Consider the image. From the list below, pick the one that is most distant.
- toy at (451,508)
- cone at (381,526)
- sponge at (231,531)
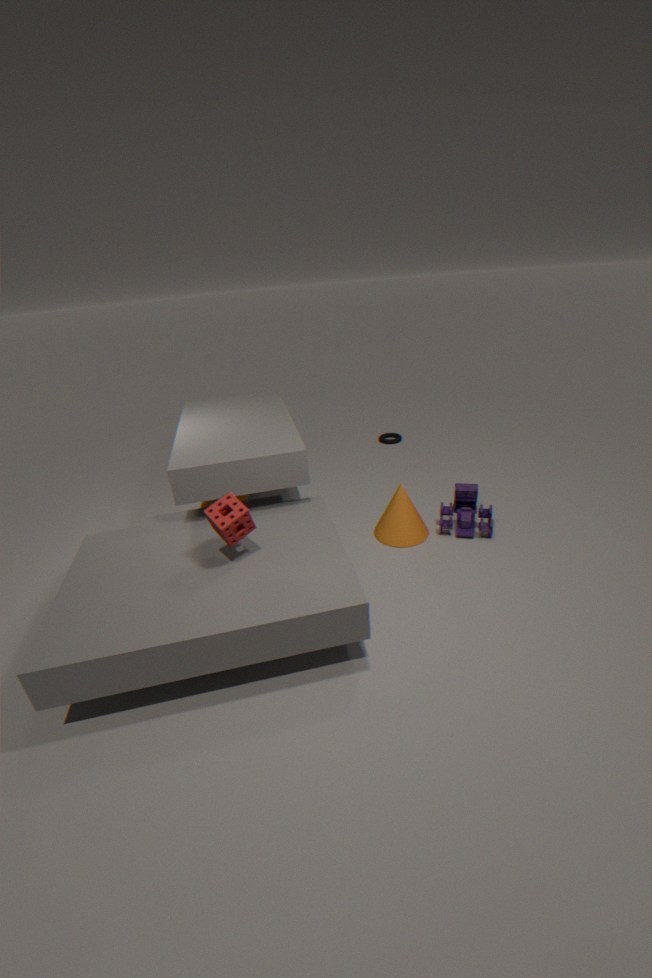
cone at (381,526)
